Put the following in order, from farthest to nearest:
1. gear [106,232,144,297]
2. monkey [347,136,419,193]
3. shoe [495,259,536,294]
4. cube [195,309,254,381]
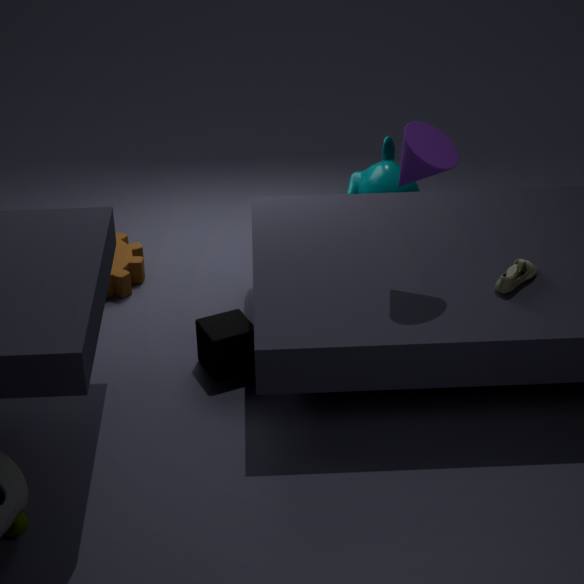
monkey [347,136,419,193] → gear [106,232,144,297] → cube [195,309,254,381] → shoe [495,259,536,294]
